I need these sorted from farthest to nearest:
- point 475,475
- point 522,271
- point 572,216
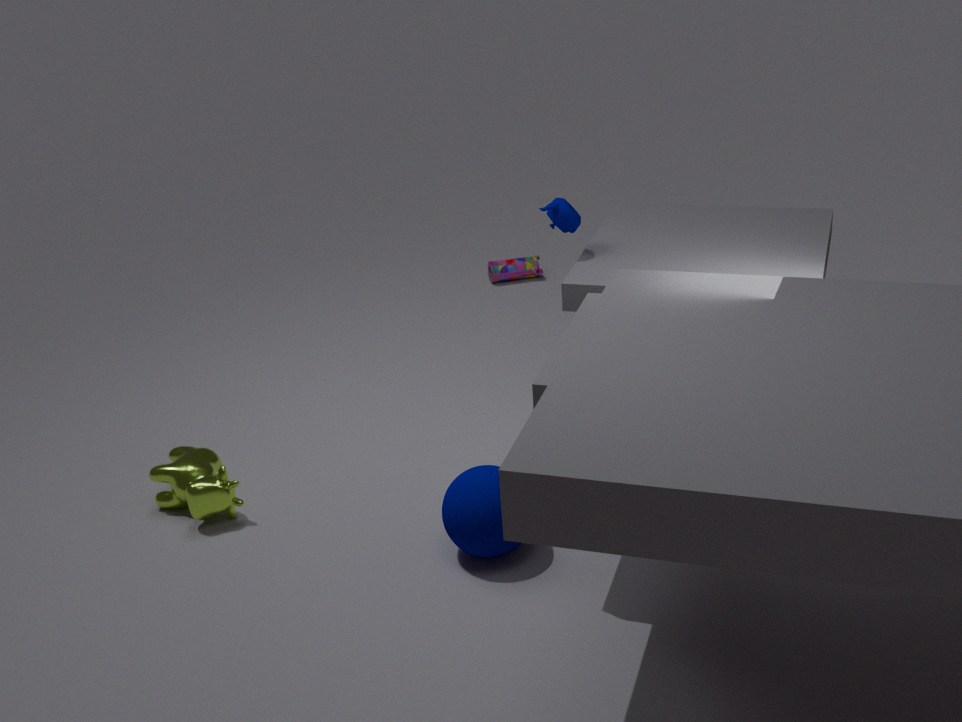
1. point 522,271
2. point 572,216
3. point 475,475
